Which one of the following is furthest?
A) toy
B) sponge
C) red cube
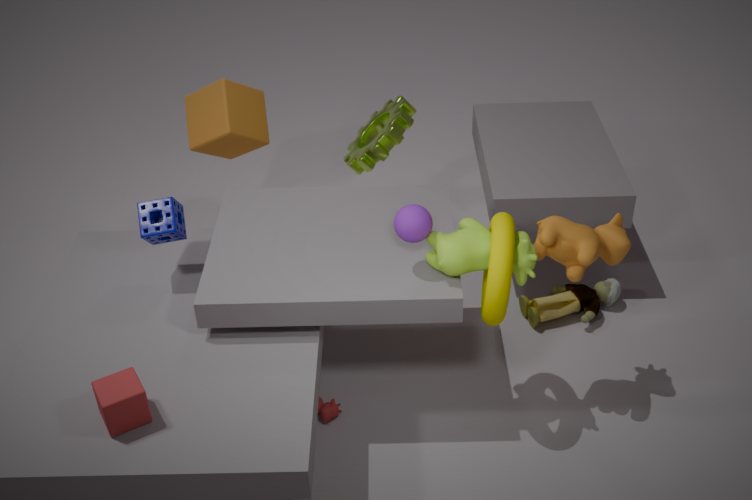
toy
